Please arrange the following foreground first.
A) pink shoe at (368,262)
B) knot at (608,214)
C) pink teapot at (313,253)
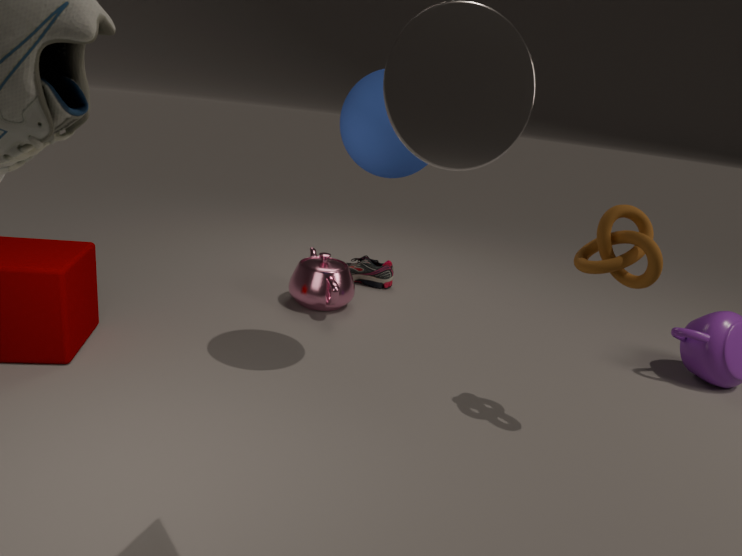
1. knot at (608,214)
2. pink teapot at (313,253)
3. pink shoe at (368,262)
